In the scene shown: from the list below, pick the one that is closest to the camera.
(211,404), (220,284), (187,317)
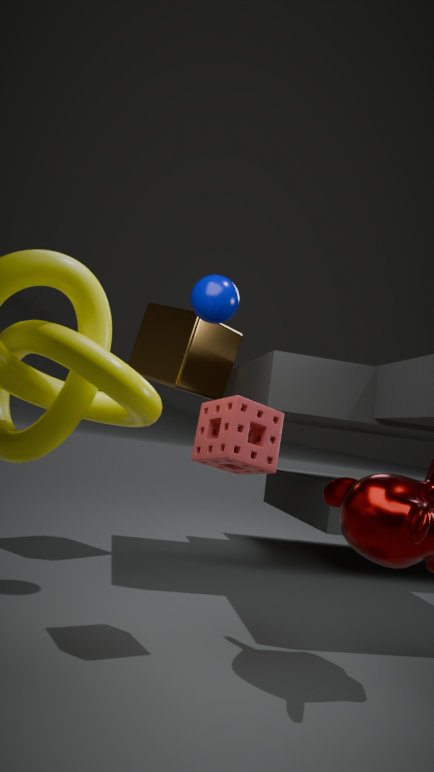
(211,404)
